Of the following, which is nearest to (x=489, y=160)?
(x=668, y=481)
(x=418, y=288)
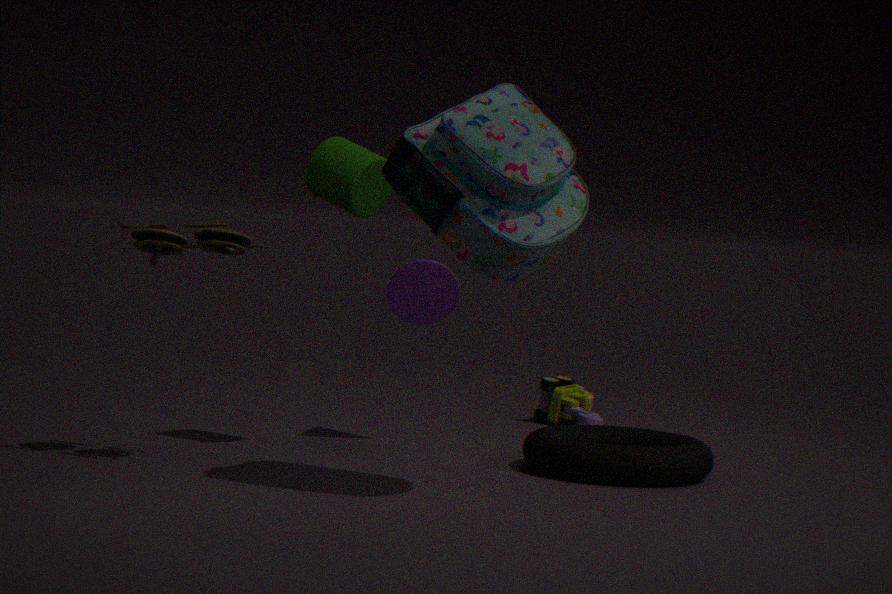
(x=418, y=288)
